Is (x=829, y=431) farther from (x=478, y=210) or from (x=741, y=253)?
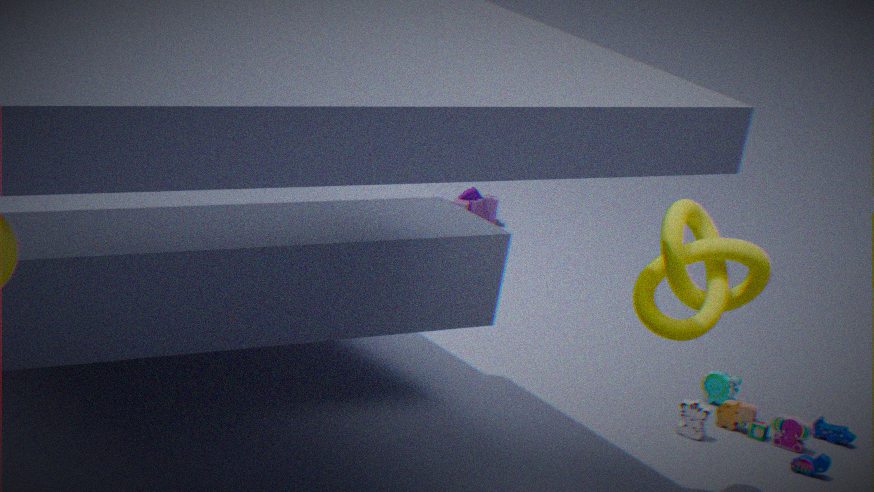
(x=478, y=210)
